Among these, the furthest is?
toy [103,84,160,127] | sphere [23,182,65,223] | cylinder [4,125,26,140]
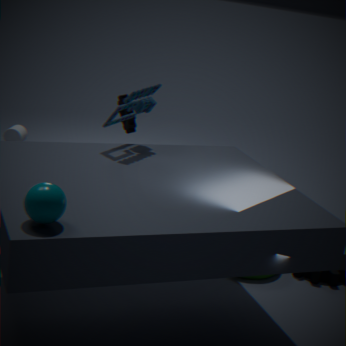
cylinder [4,125,26,140]
